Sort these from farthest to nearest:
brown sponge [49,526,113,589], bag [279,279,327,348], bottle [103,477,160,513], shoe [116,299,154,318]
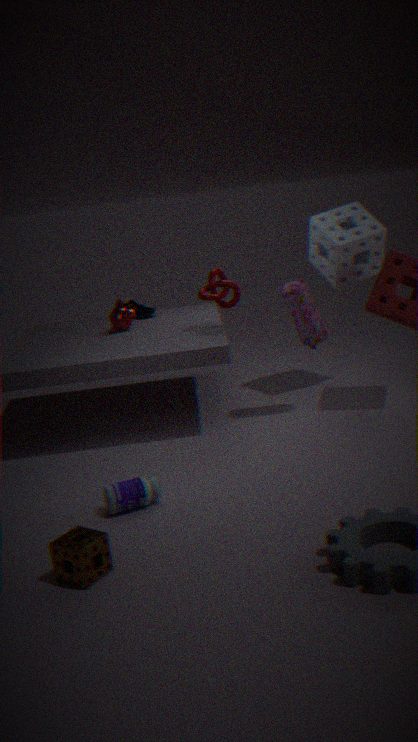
shoe [116,299,154,318], bag [279,279,327,348], bottle [103,477,160,513], brown sponge [49,526,113,589]
